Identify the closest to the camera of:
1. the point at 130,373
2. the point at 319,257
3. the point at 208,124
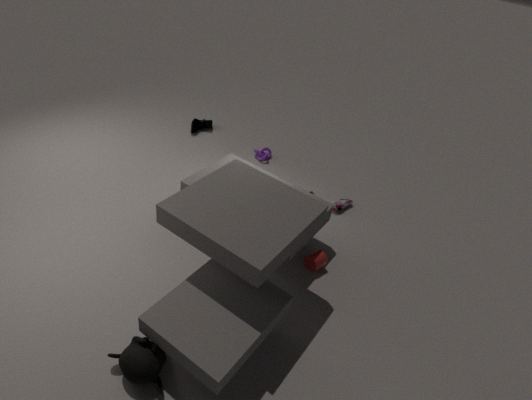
the point at 130,373
